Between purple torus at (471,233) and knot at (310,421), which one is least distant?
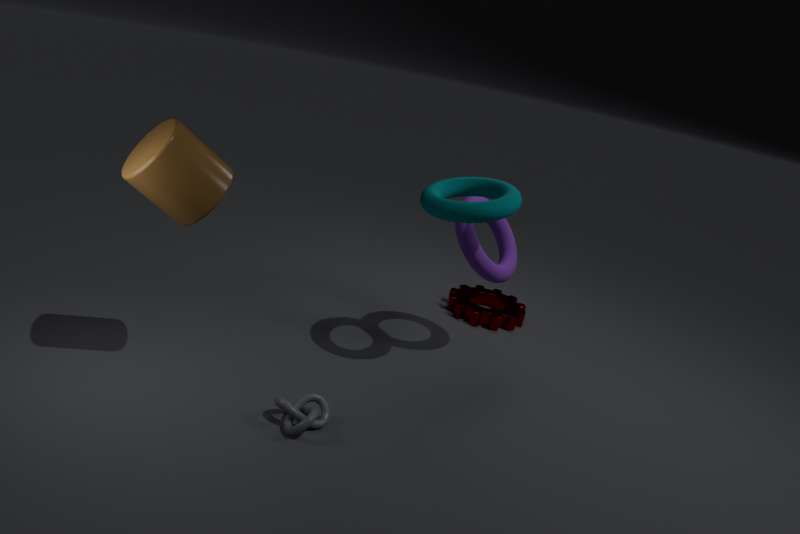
knot at (310,421)
